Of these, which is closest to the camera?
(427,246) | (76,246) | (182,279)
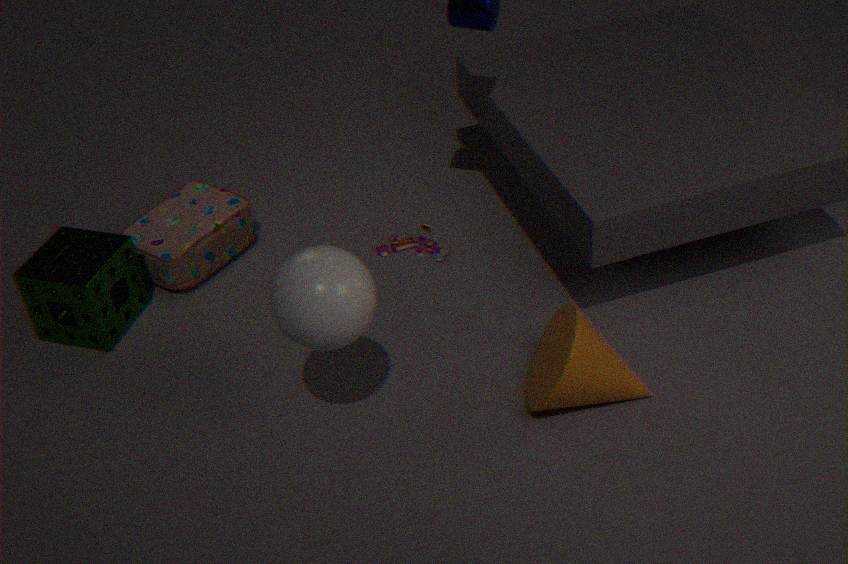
(76,246)
